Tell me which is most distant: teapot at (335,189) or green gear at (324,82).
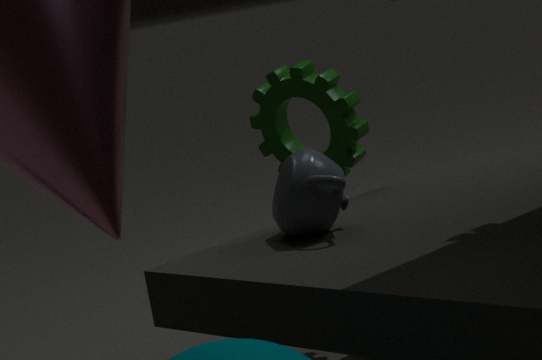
green gear at (324,82)
